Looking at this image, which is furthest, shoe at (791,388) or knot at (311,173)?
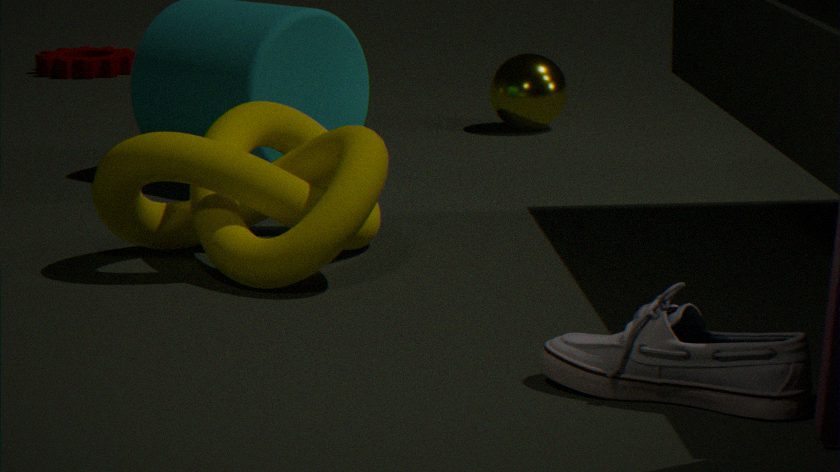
knot at (311,173)
